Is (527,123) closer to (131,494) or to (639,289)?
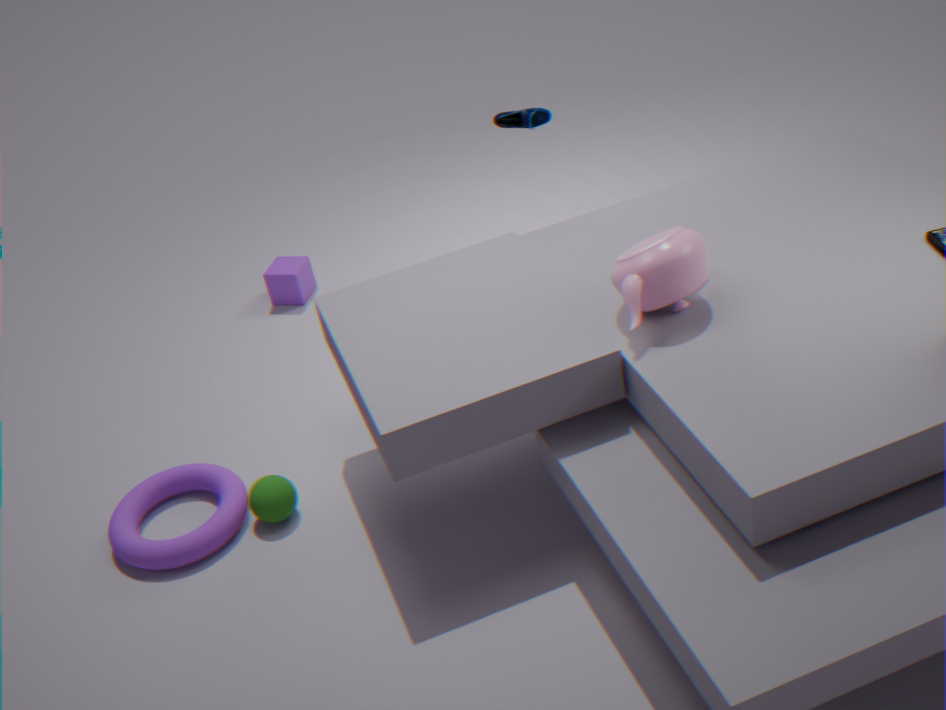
(639,289)
